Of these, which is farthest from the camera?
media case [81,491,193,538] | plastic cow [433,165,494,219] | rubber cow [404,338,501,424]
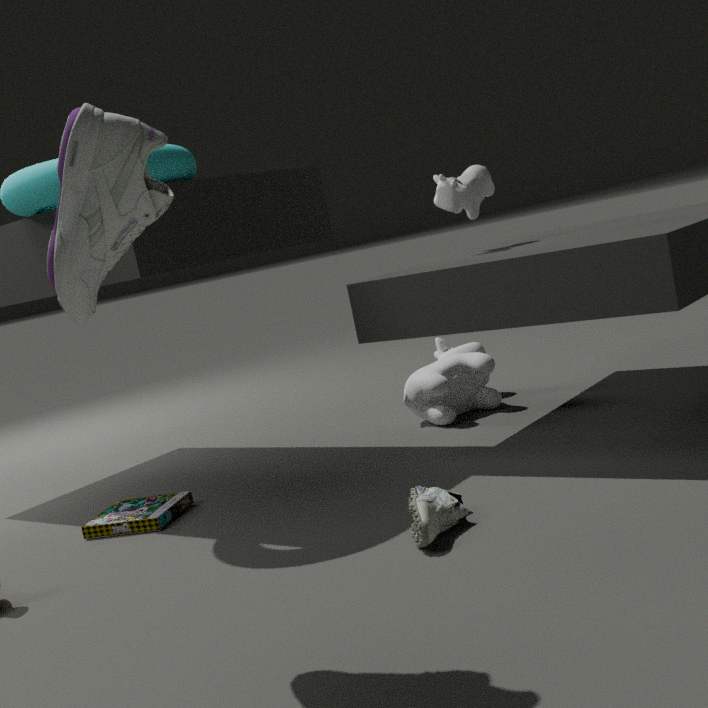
rubber cow [404,338,501,424]
